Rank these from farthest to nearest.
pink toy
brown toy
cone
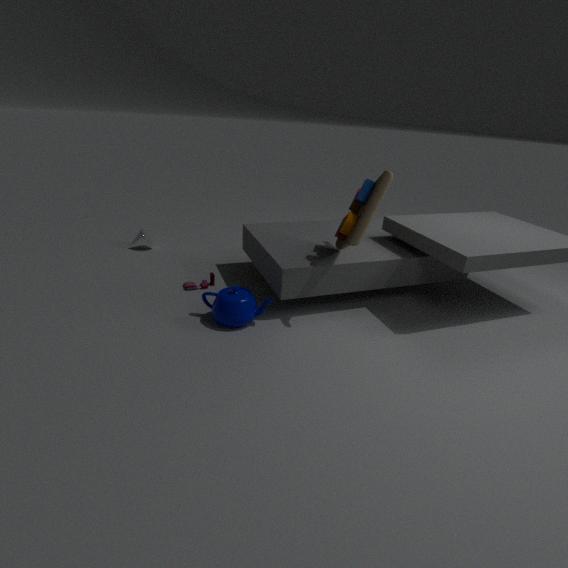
cone → pink toy → brown toy
